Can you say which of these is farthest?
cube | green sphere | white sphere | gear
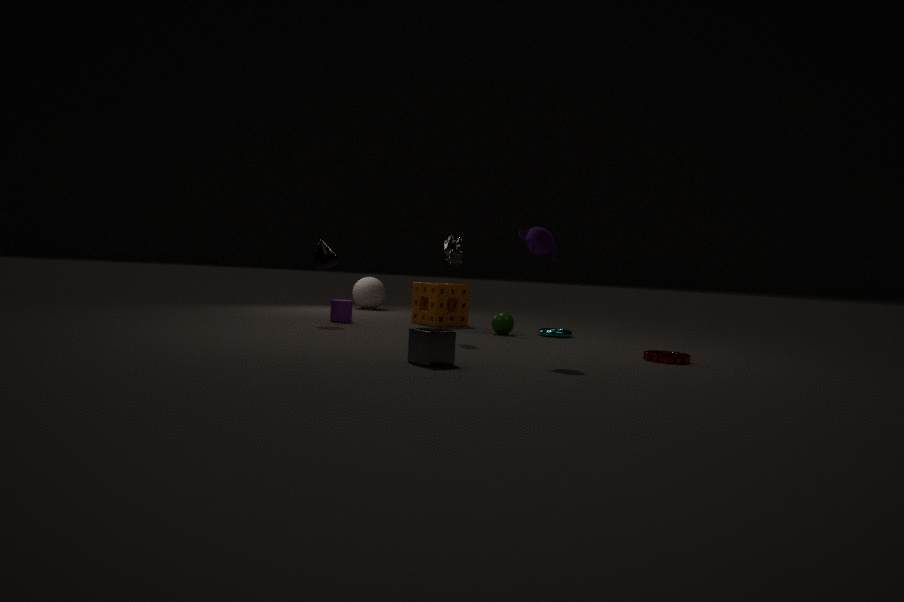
white sphere
